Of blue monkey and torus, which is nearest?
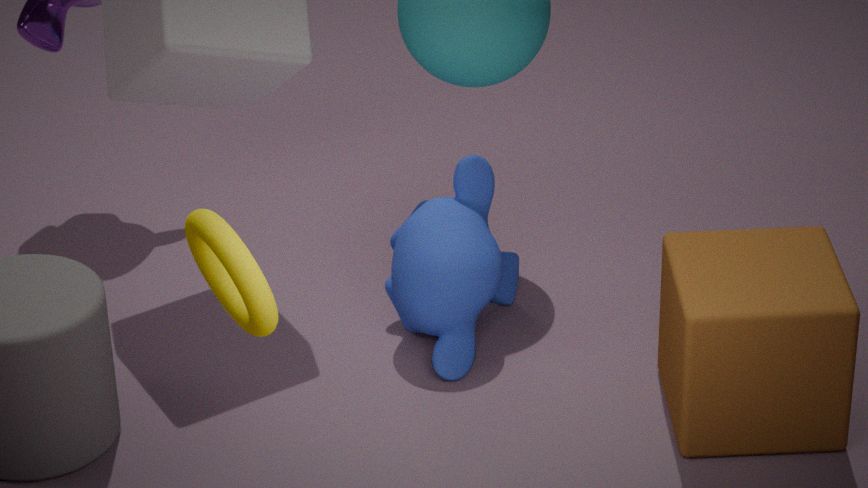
torus
